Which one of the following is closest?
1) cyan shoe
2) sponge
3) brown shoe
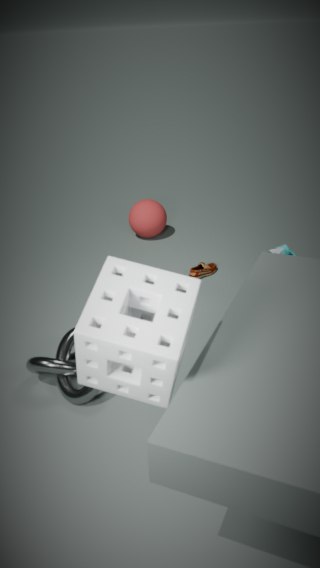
2. sponge
